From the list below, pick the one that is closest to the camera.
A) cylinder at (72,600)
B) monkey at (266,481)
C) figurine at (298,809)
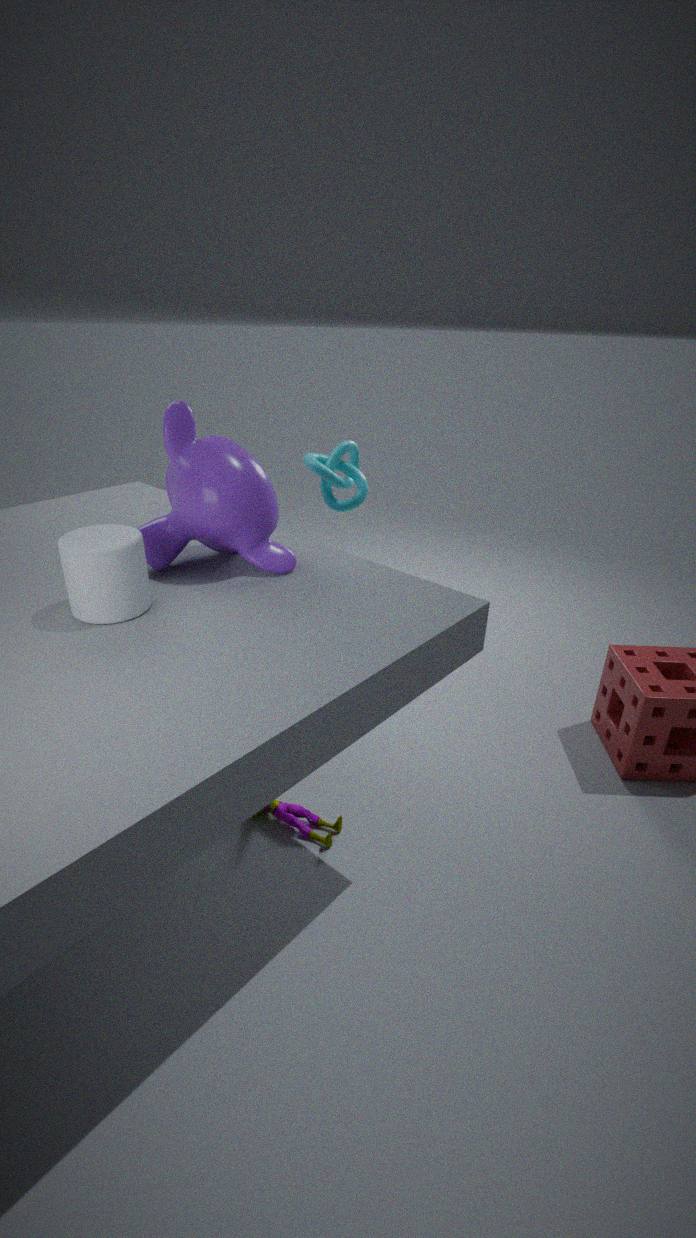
cylinder at (72,600)
